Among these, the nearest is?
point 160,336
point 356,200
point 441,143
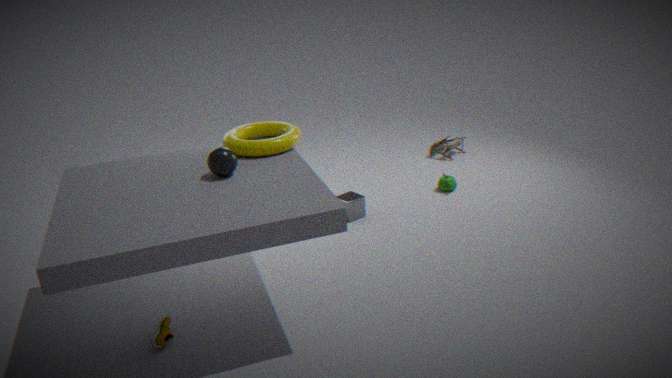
point 160,336
